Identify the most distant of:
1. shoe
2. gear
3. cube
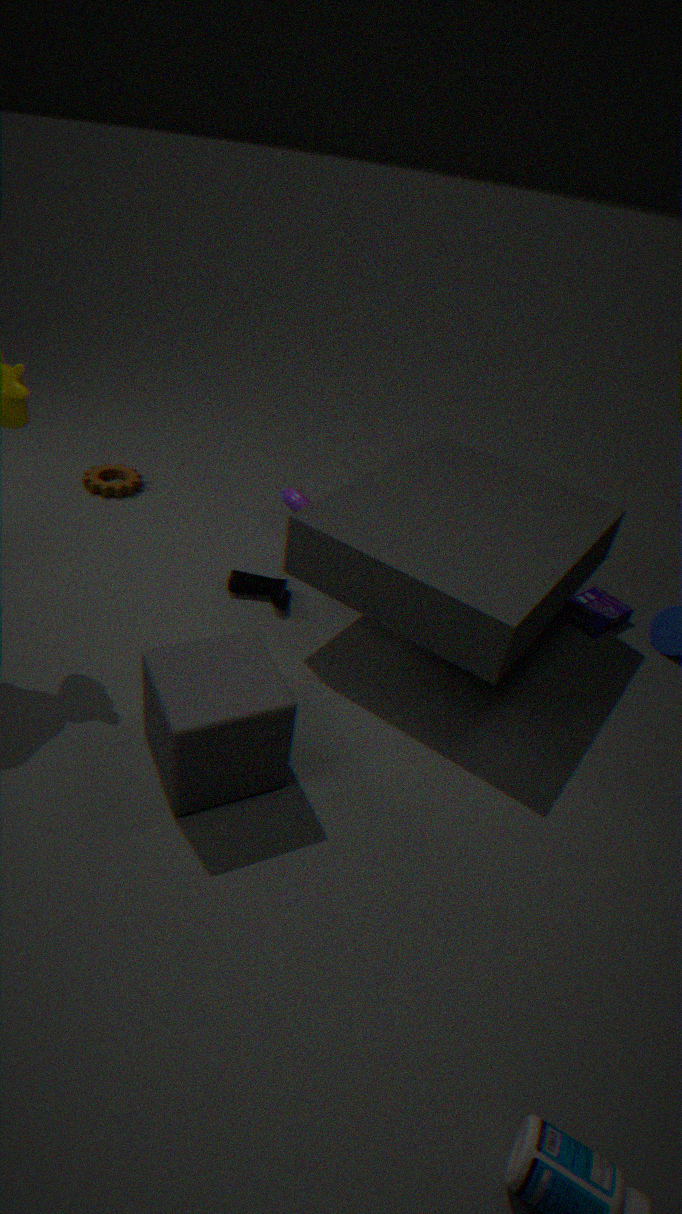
gear
